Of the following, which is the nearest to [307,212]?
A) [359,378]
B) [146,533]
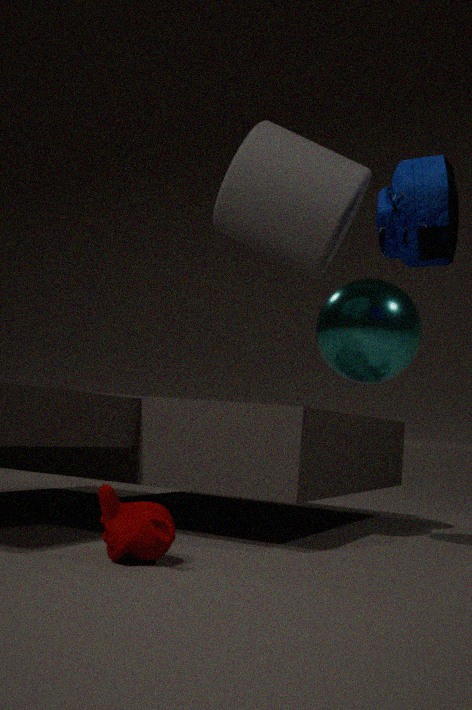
[359,378]
